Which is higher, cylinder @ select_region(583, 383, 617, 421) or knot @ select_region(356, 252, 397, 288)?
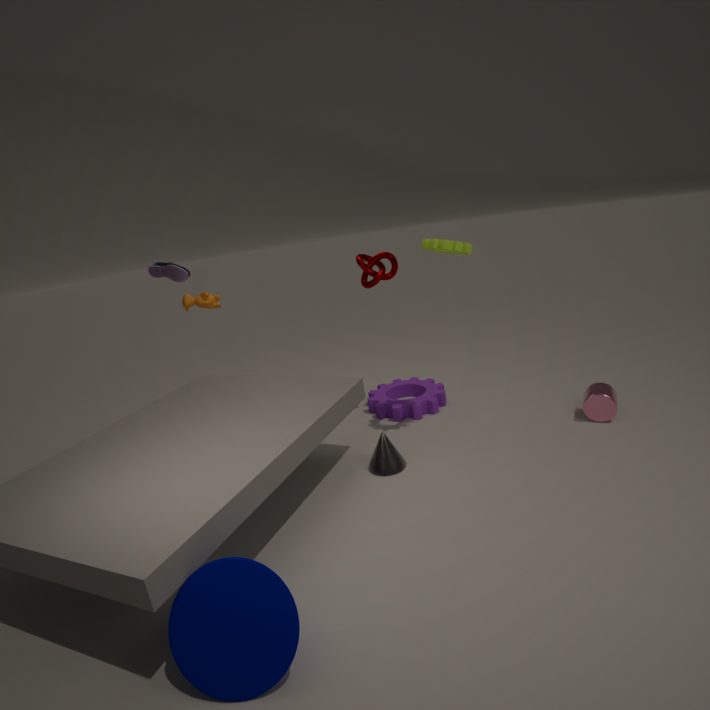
knot @ select_region(356, 252, 397, 288)
